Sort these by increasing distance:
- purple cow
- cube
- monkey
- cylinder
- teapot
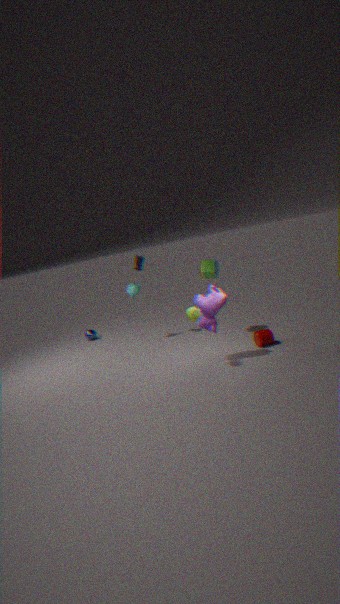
teapot < purple cow < cylinder < cube < monkey
